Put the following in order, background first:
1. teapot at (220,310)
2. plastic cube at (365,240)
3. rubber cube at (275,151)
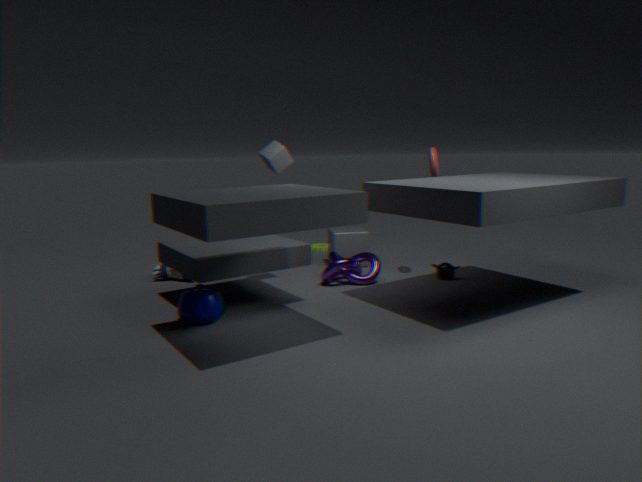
1. plastic cube at (365,240)
2. rubber cube at (275,151)
3. teapot at (220,310)
